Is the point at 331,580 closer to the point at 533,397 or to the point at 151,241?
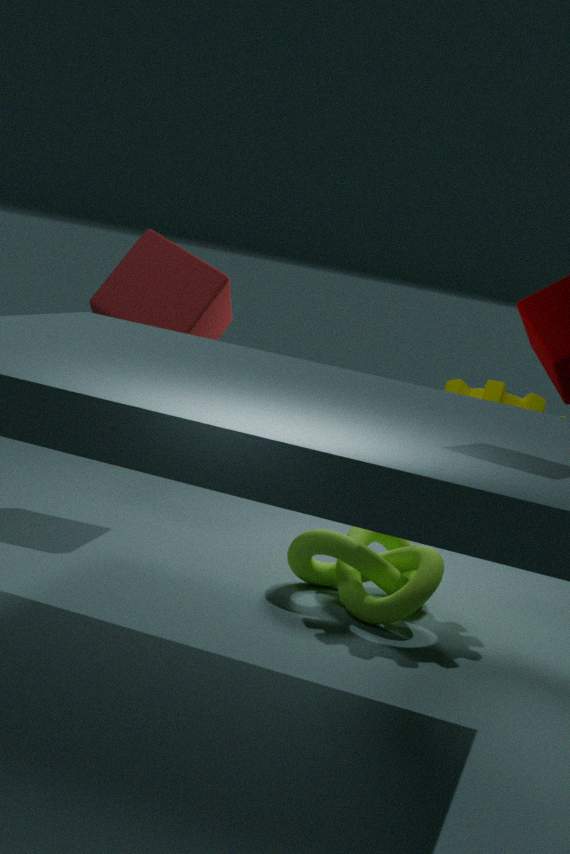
the point at 533,397
